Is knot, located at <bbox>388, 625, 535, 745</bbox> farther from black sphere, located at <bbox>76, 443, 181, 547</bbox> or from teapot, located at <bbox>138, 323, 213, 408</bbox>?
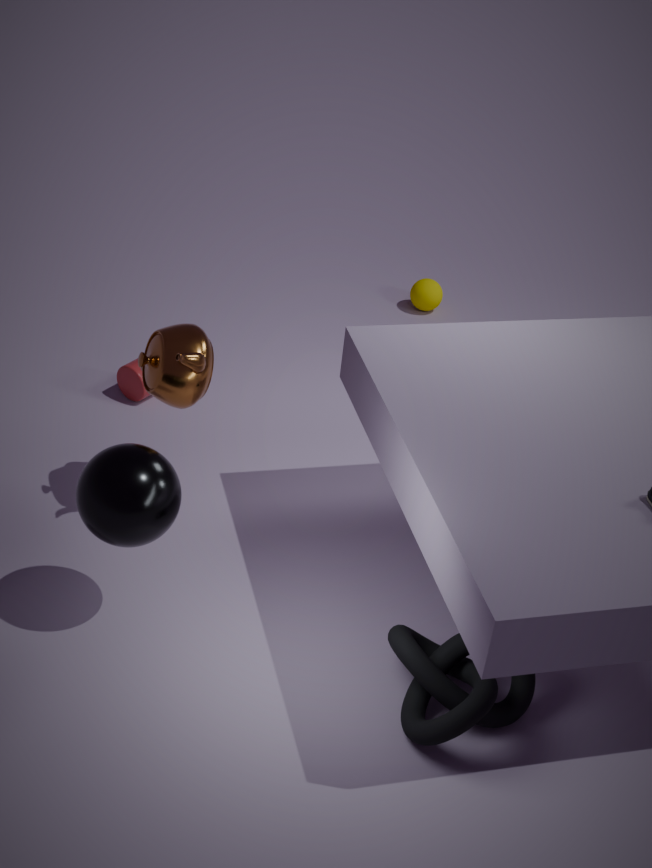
teapot, located at <bbox>138, 323, 213, 408</bbox>
